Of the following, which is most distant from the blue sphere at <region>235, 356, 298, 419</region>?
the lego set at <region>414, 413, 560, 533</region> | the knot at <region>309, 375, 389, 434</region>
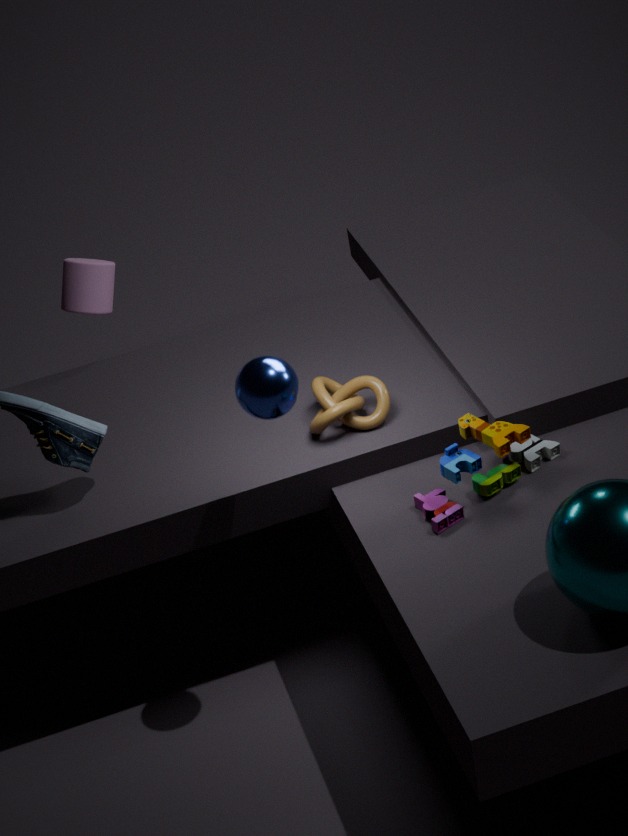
the lego set at <region>414, 413, 560, 533</region>
